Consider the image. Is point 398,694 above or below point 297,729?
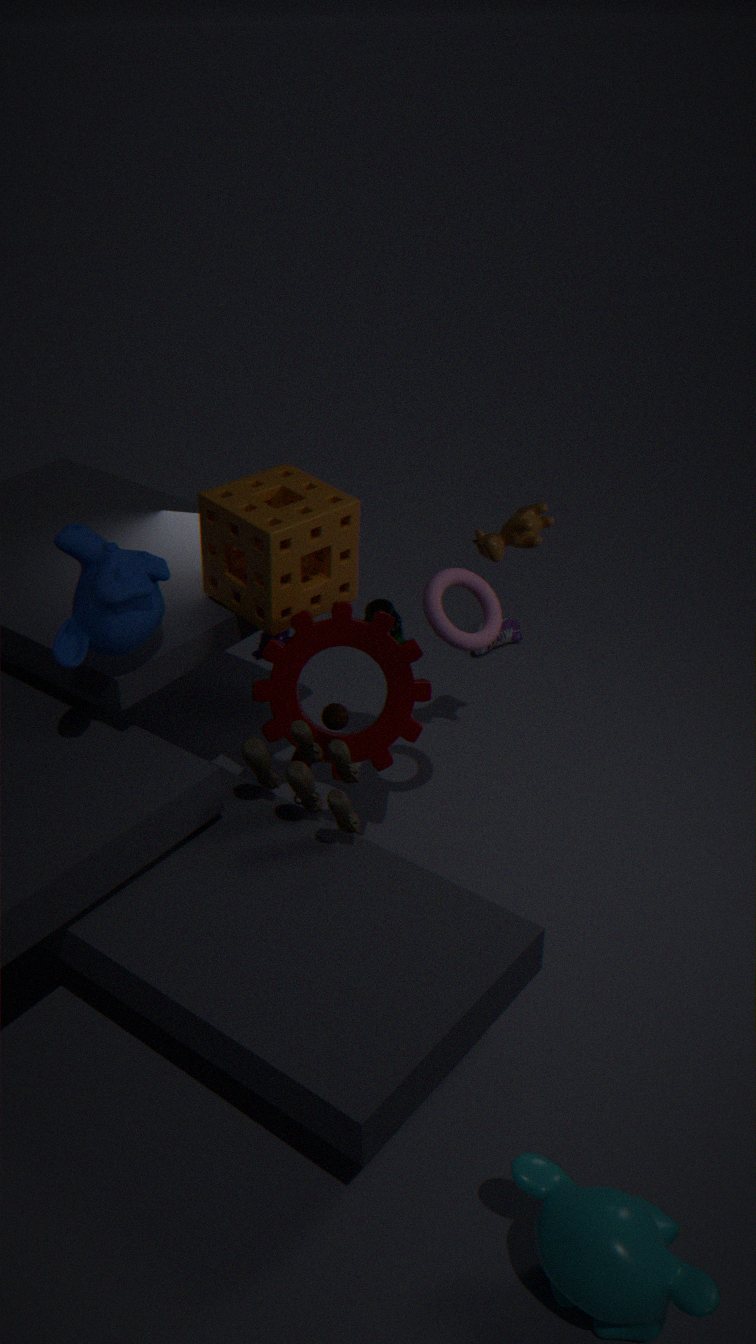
above
